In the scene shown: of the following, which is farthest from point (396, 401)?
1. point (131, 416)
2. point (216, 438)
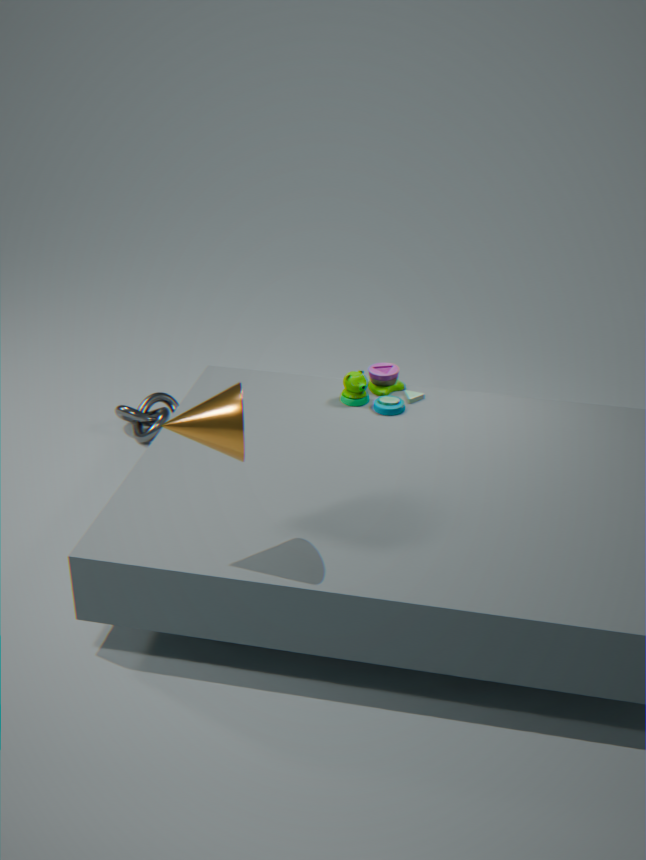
point (216, 438)
